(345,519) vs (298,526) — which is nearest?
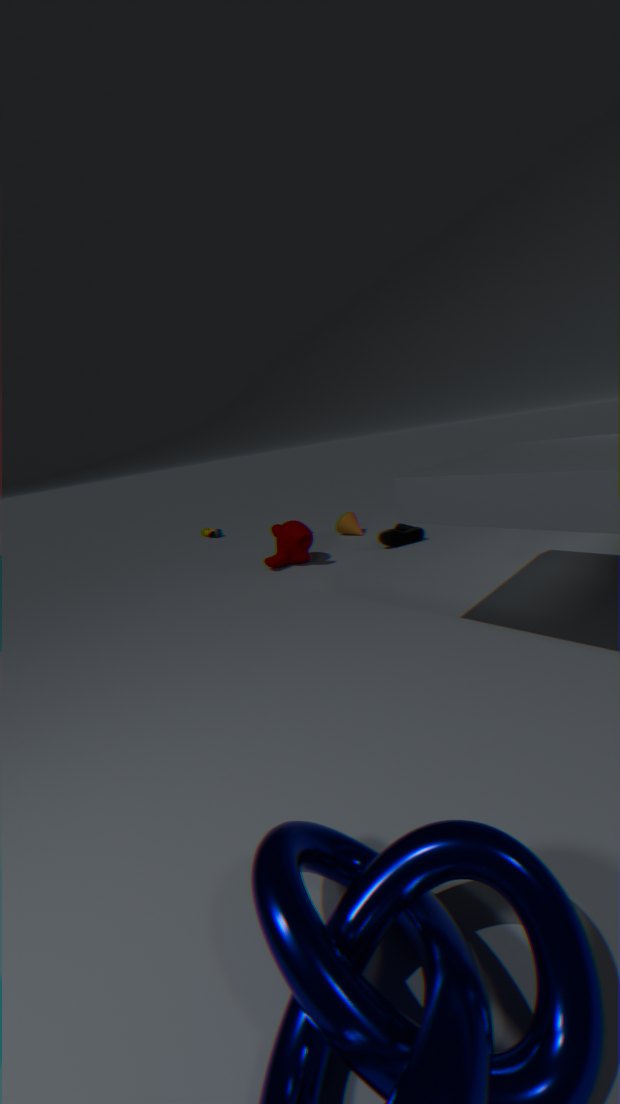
(298,526)
